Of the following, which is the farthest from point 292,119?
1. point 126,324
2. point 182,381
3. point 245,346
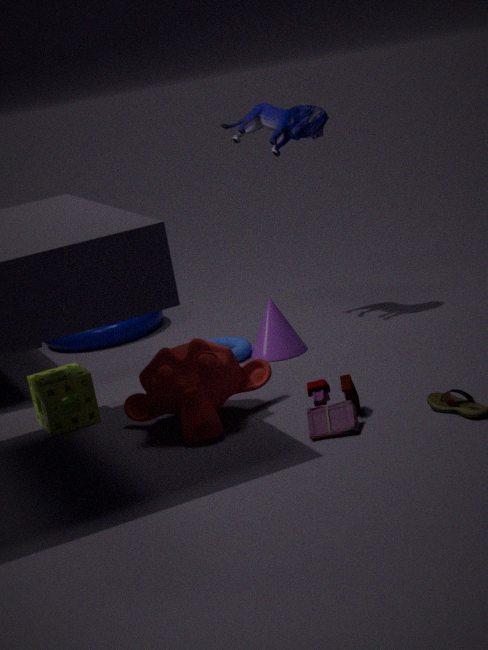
point 126,324
